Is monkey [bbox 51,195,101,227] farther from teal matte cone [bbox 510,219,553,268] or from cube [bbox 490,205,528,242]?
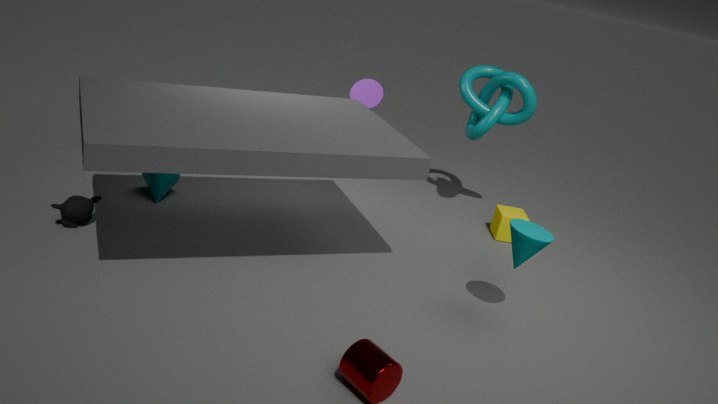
cube [bbox 490,205,528,242]
